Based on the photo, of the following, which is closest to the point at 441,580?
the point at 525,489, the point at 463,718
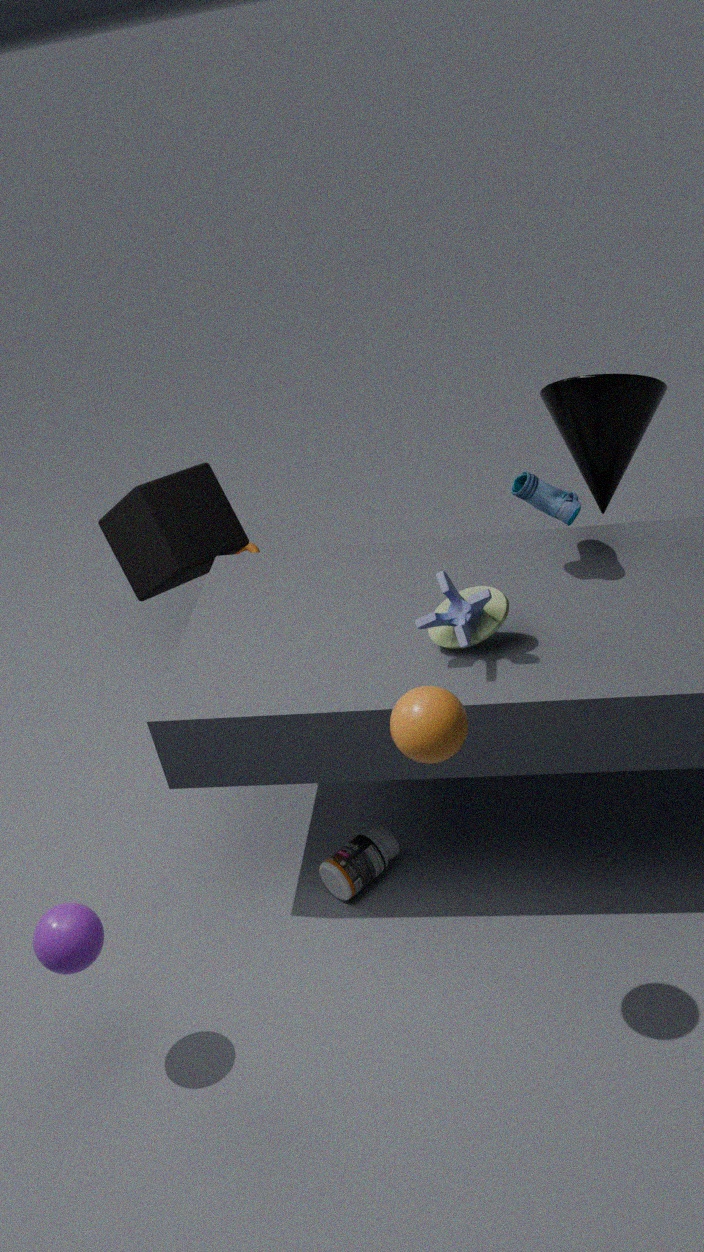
the point at 525,489
